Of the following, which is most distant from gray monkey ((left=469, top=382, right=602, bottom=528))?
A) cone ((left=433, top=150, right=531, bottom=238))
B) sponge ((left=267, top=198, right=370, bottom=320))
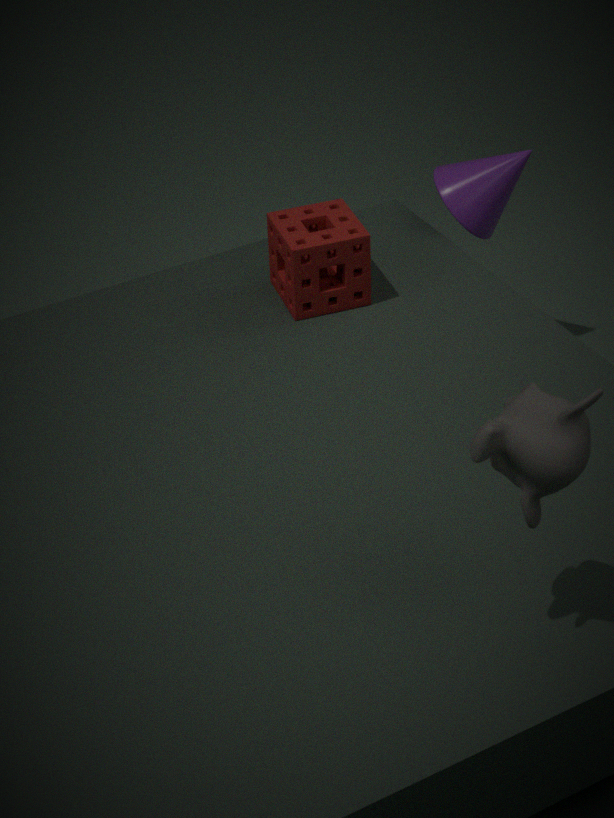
cone ((left=433, top=150, right=531, bottom=238))
